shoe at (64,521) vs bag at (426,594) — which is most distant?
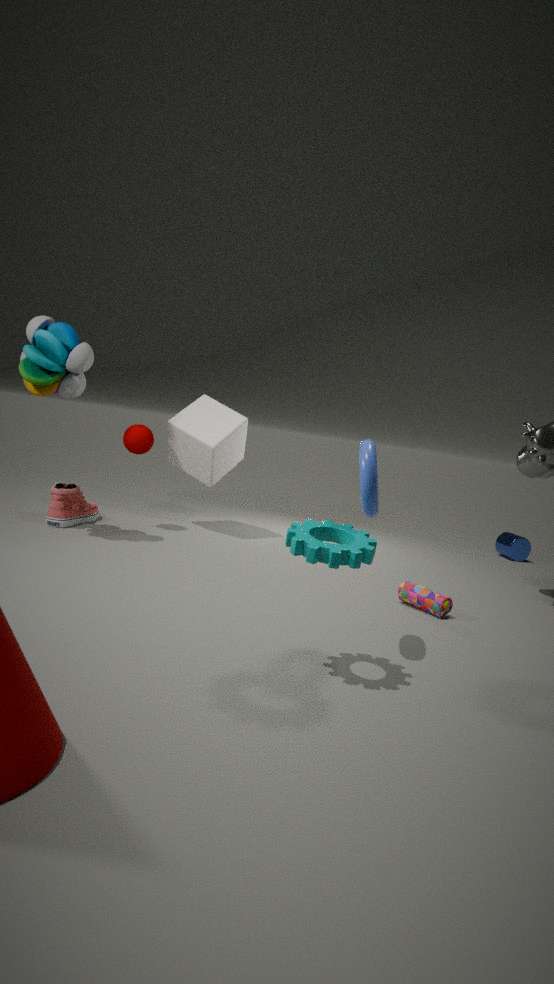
shoe at (64,521)
